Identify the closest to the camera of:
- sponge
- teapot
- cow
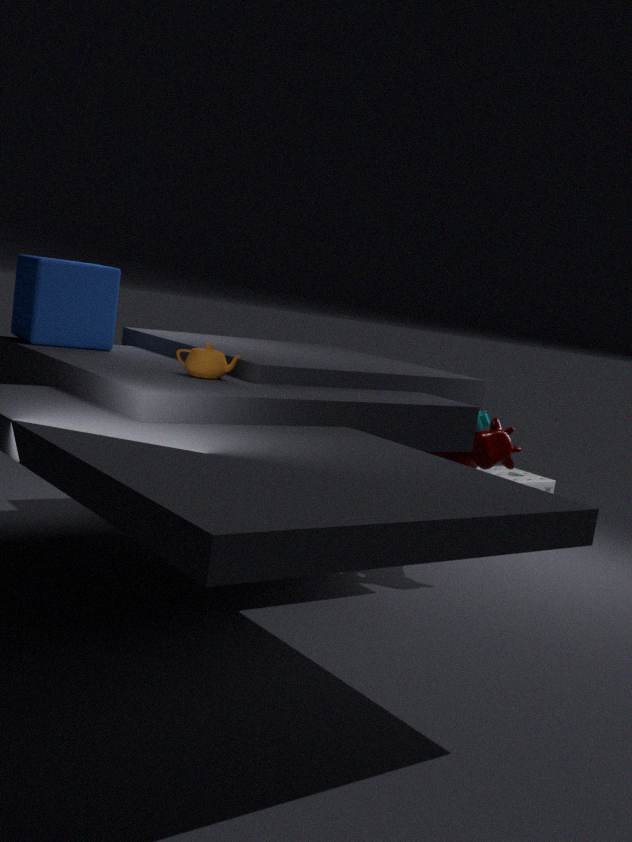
teapot
